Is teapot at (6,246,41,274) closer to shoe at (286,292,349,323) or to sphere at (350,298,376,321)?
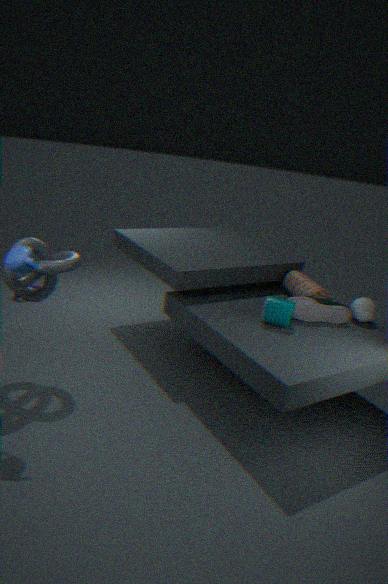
shoe at (286,292,349,323)
